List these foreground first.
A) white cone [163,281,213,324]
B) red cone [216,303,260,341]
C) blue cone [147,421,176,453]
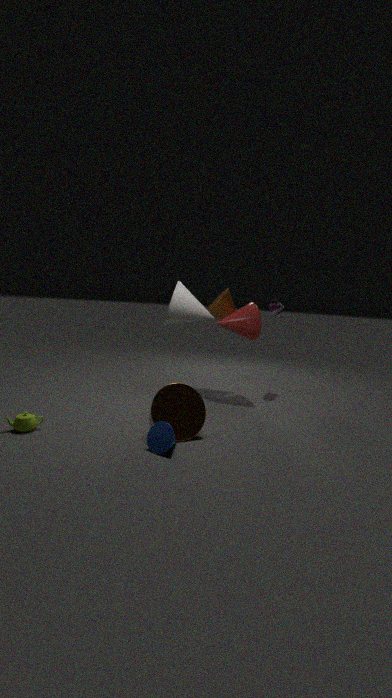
C. blue cone [147,421,176,453]
A. white cone [163,281,213,324]
B. red cone [216,303,260,341]
